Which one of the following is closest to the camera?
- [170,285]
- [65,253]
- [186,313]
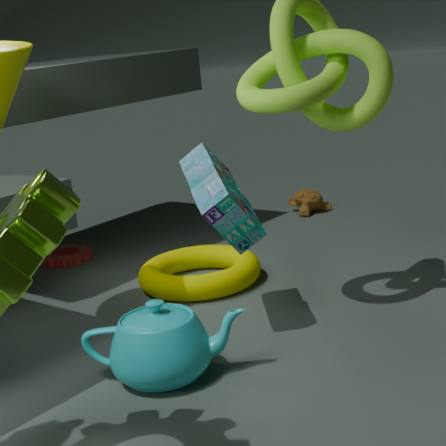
[186,313]
